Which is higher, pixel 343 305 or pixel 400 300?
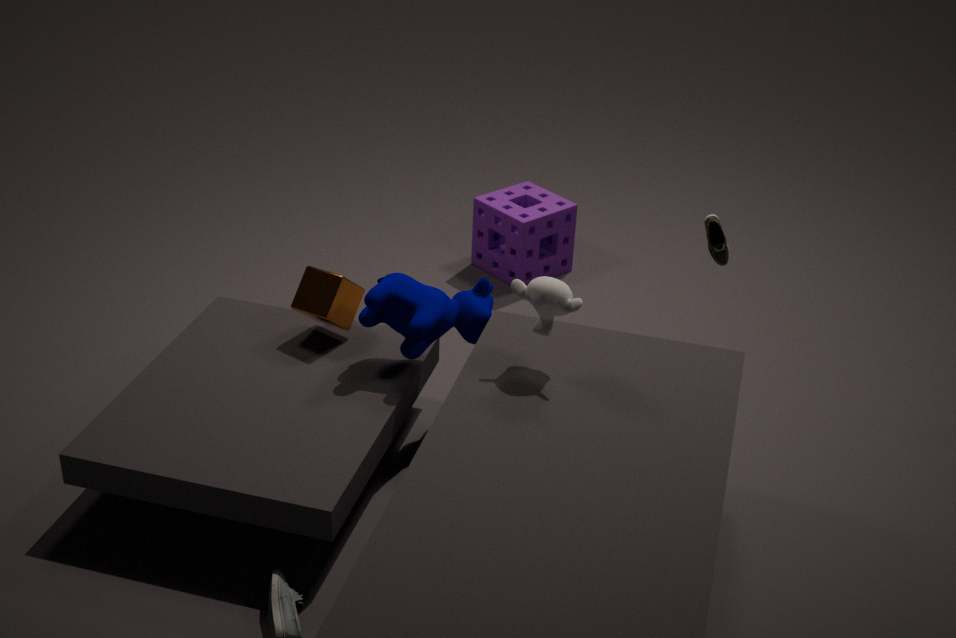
pixel 400 300
